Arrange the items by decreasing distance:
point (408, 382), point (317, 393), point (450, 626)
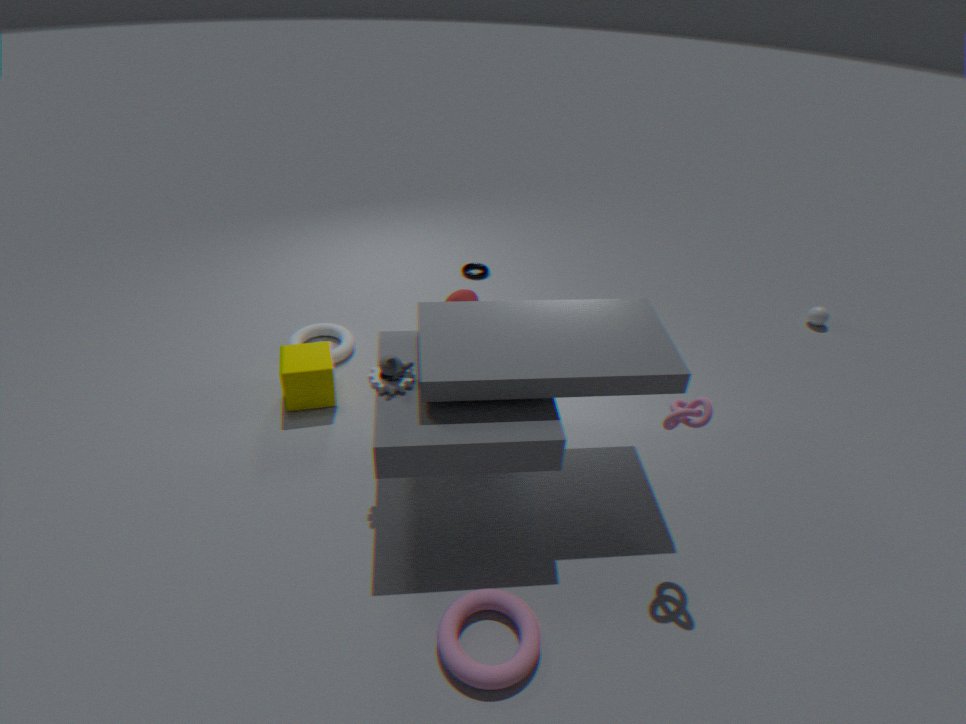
point (317, 393)
point (408, 382)
point (450, 626)
